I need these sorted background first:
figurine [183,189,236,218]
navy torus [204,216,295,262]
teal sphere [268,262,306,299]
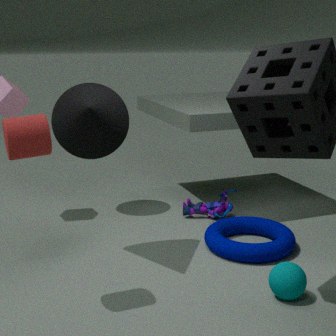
1. figurine [183,189,236,218]
2. navy torus [204,216,295,262]
3. teal sphere [268,262,306,299]
